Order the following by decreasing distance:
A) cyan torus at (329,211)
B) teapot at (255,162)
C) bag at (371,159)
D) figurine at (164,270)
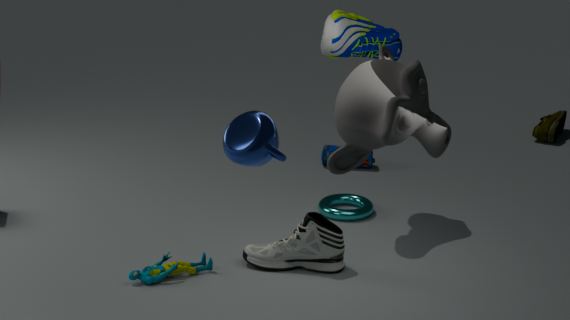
bag at (371,159), cyan torus at (329,211), figurine at (164,270), teapot at (255,162)
